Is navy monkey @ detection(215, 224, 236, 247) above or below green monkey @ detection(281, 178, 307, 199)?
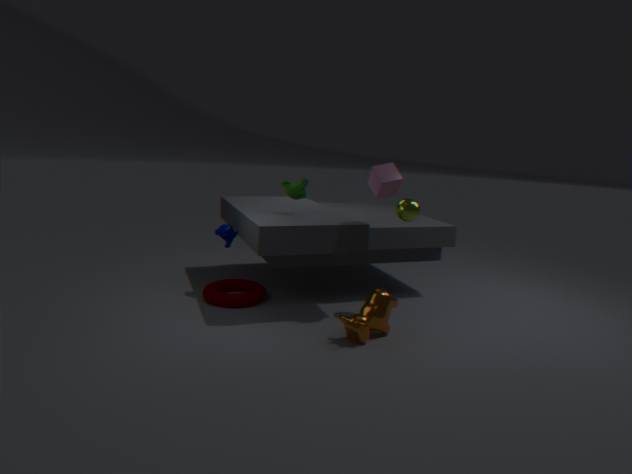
below
